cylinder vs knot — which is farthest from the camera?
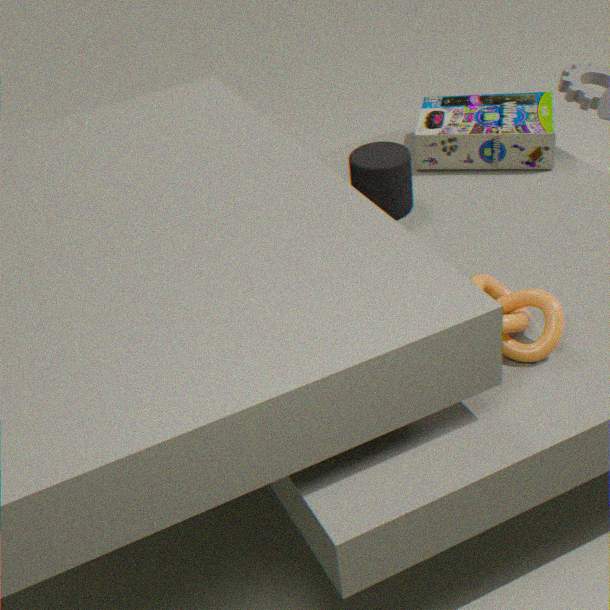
cylinder
